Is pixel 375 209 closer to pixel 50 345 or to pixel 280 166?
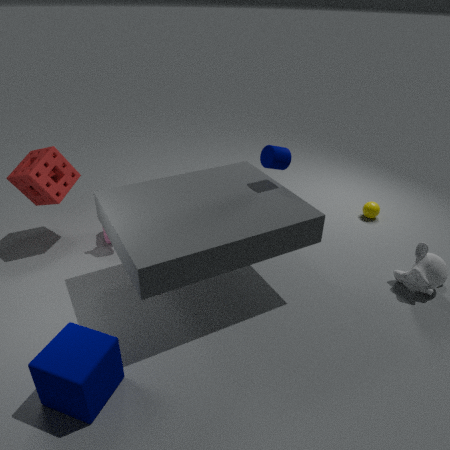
pixel 280 166
